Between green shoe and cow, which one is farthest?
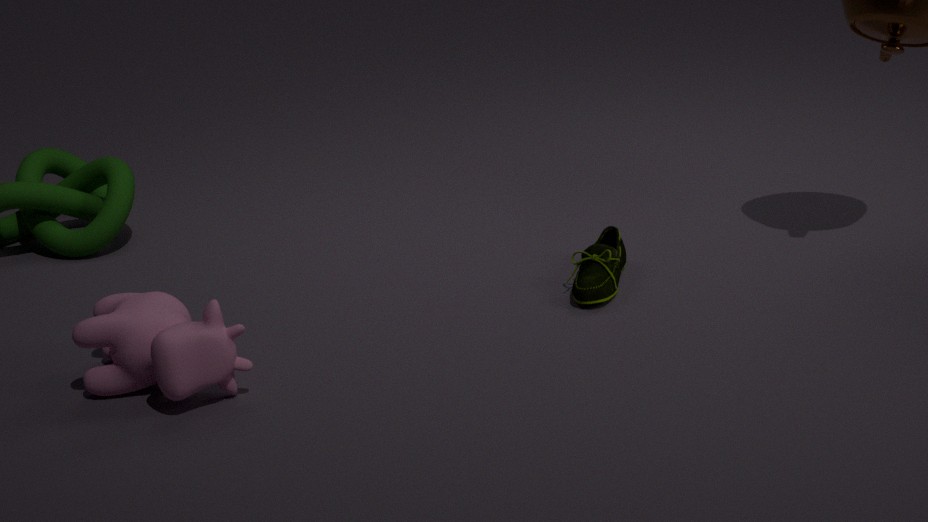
green shoe
